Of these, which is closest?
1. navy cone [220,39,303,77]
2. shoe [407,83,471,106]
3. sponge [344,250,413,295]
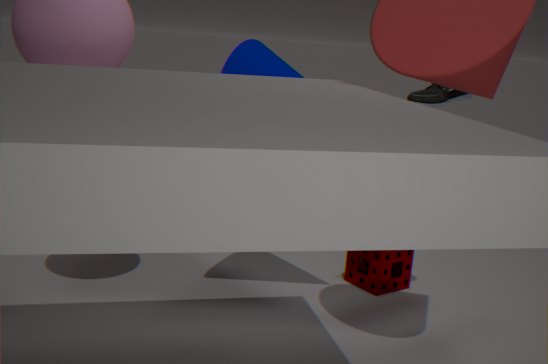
shoe [407,83,471,106]
